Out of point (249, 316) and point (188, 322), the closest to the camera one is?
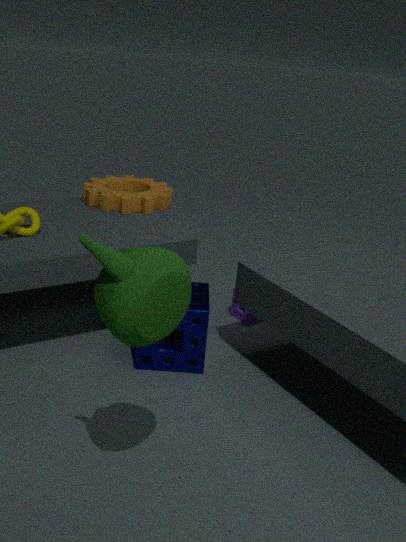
point (188, 322)
